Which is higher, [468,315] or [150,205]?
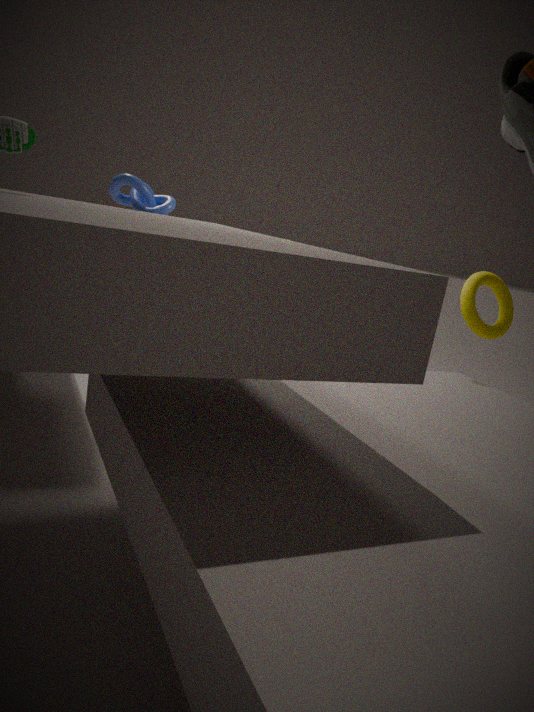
[150,205]
